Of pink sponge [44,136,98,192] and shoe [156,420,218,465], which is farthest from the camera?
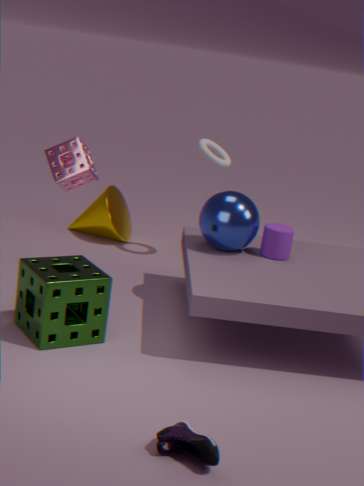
pink sponge [44,136,98,192]
